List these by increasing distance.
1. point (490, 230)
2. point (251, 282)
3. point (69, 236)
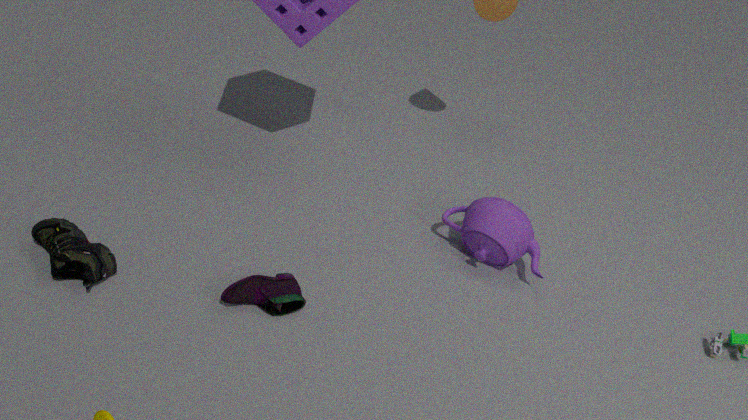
point (251, 282) < point (69, 236) < point (490, 230)
